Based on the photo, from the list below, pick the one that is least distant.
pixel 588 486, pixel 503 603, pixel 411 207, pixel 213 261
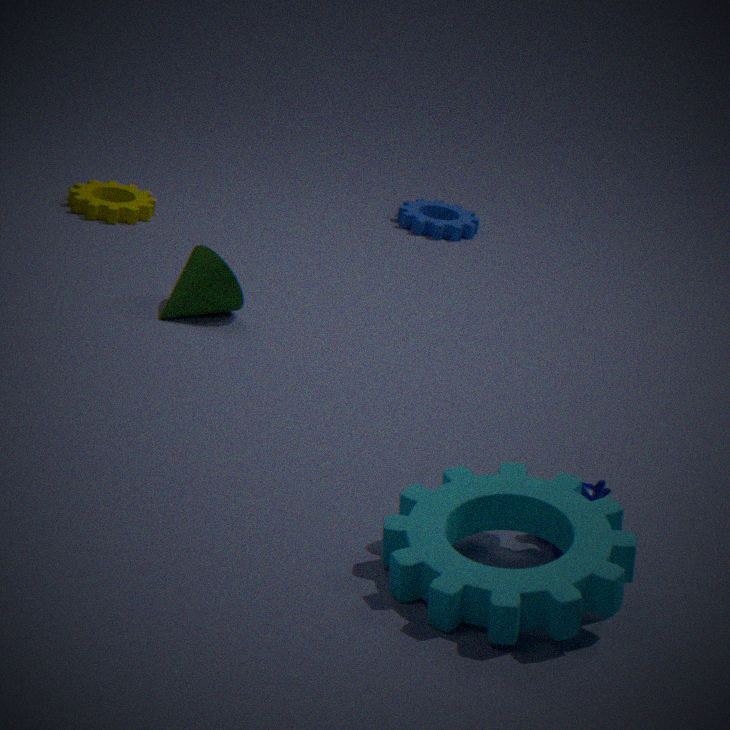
pixel 503 603
